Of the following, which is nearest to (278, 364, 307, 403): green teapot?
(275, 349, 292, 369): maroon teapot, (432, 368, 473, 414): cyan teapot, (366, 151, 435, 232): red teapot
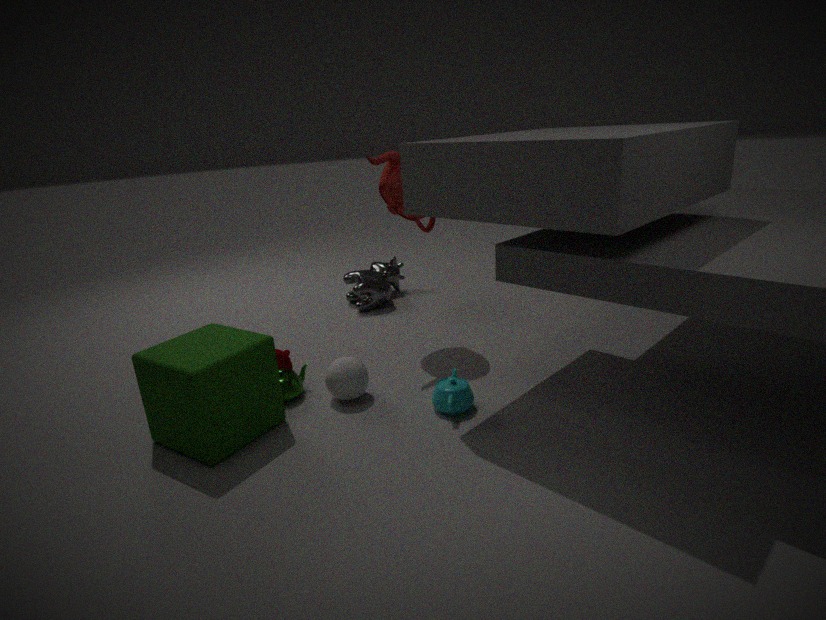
(275, 349, 292, 369): maroon teapot
